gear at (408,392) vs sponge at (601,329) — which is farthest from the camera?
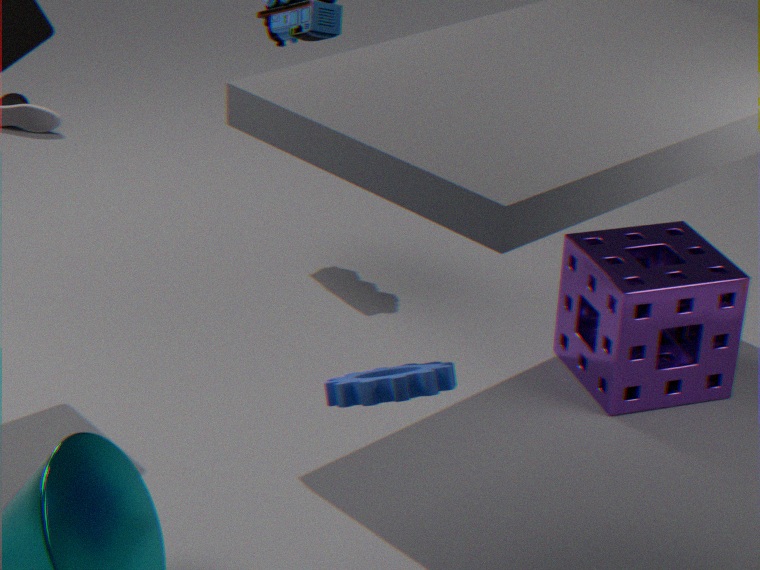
sponge at (601,329)
